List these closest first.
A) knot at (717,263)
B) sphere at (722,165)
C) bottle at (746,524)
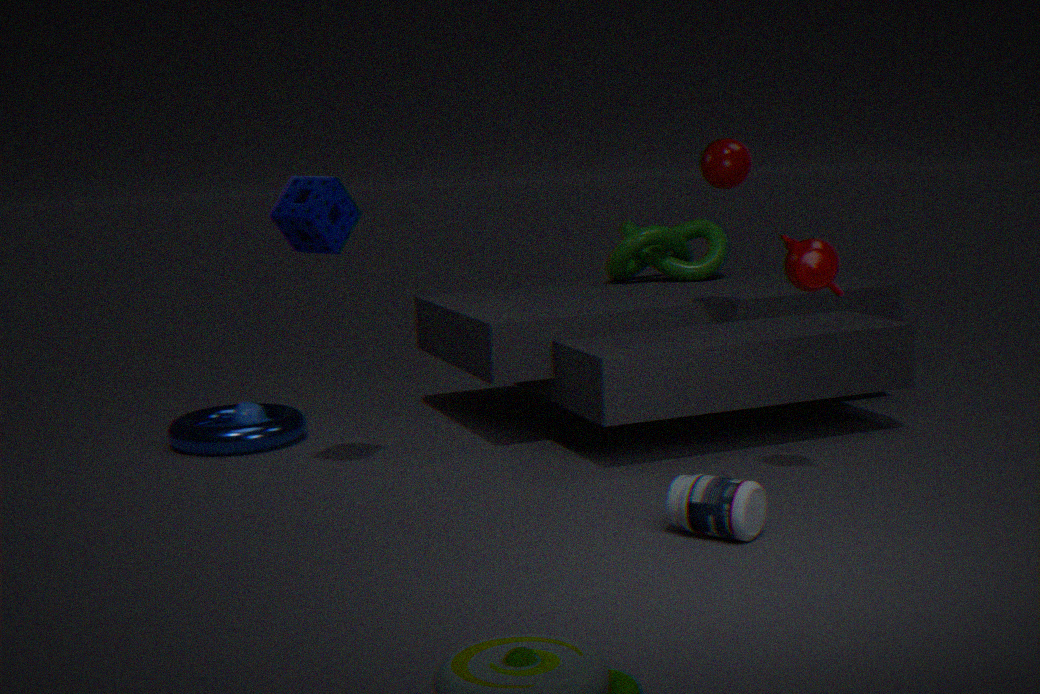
bottle at (746,524)
sphere at (722,165)
knot at (717,263)
